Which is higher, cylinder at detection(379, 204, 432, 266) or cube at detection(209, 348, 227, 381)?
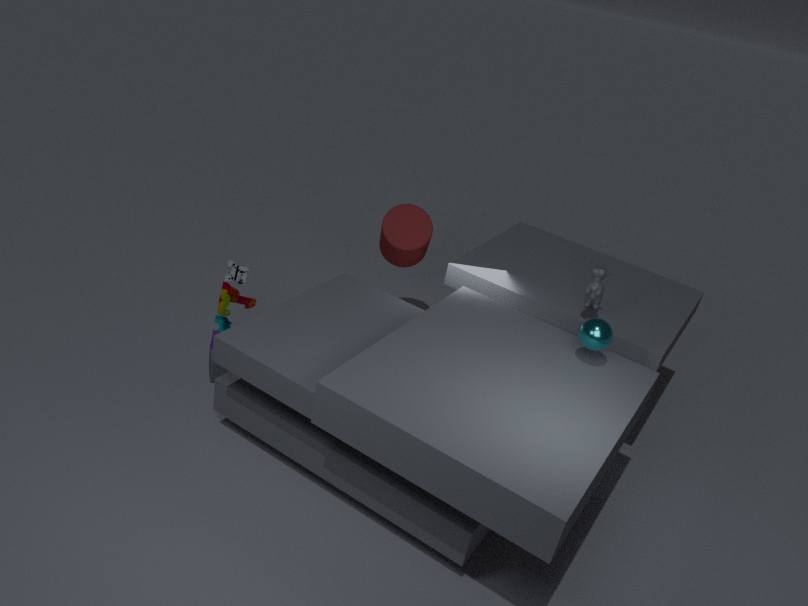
cylinder at detection(379, 204, 432, 266)
